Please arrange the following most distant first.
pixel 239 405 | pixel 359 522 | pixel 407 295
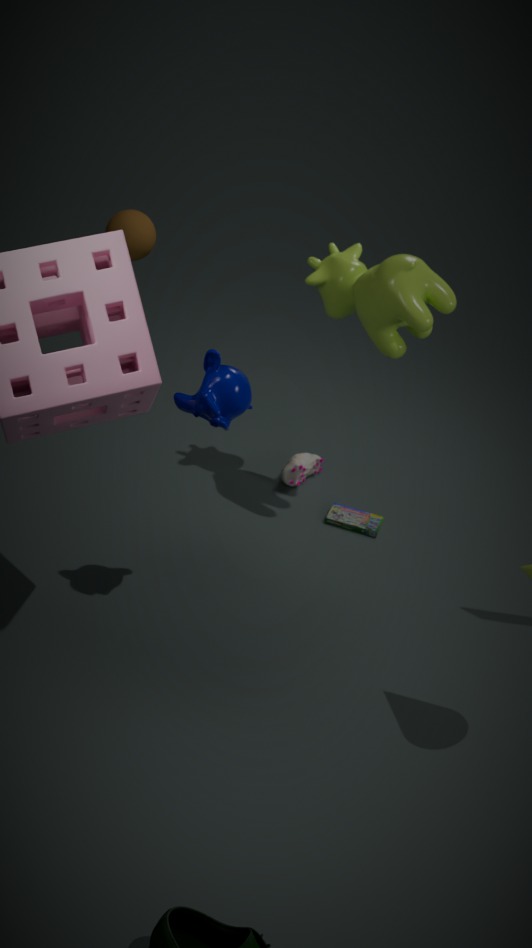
pixel 359 522 < pixel 407 295 < pixel 239 405
